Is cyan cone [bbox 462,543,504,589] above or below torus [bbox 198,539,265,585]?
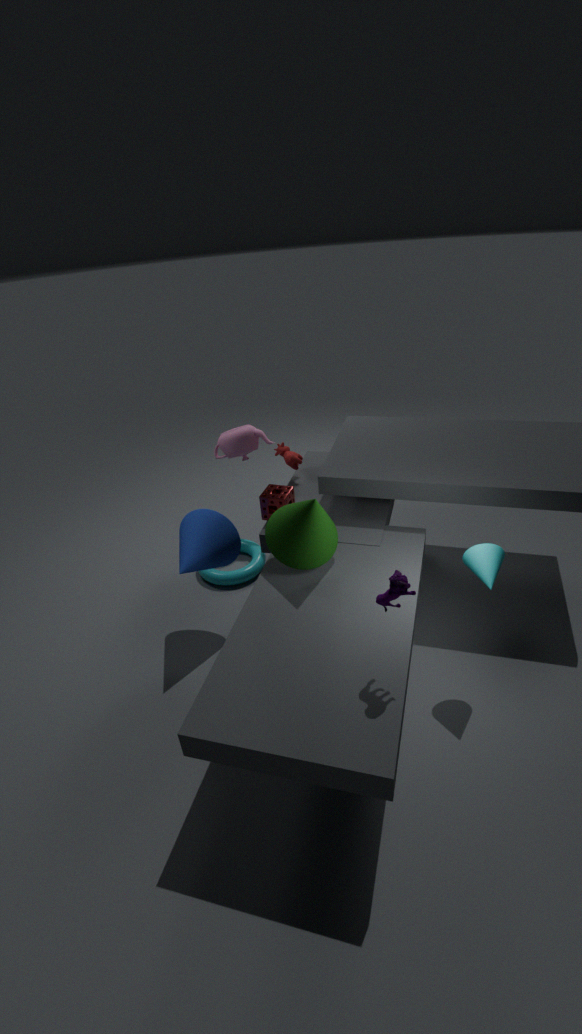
above
